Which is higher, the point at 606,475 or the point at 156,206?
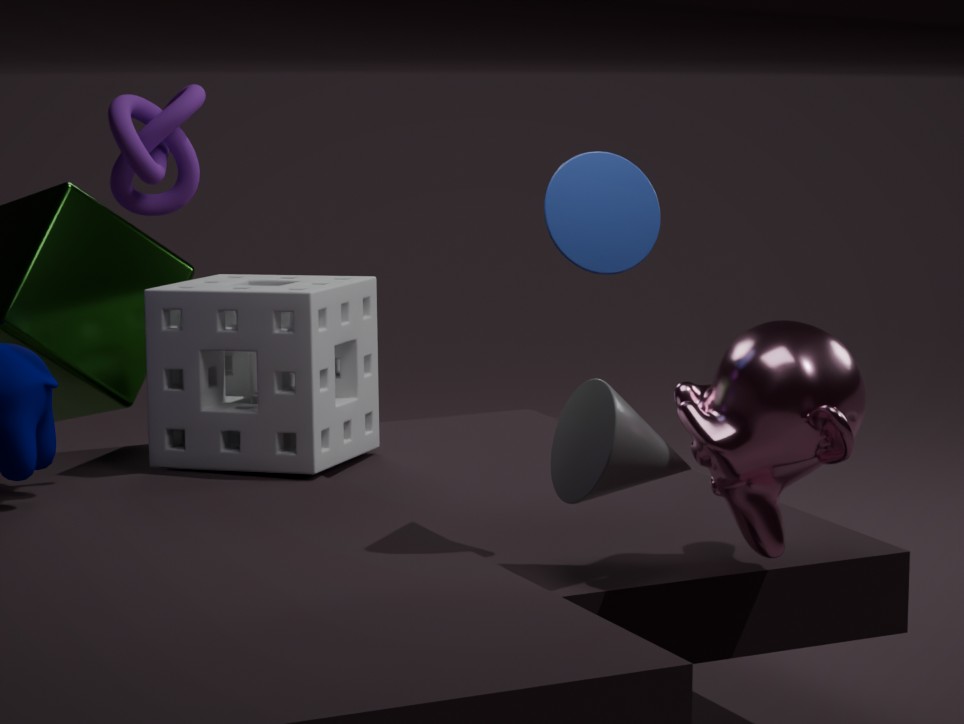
the point at 156,206
